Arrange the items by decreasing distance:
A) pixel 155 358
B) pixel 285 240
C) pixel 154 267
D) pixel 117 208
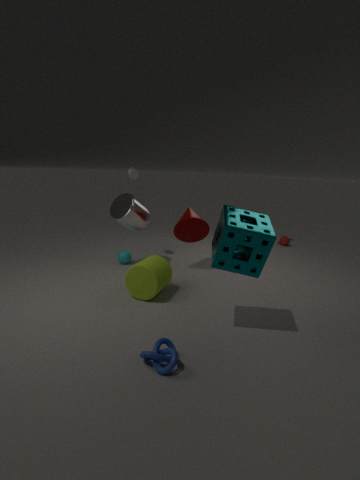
1. pixel 285 240
2. pixel 117 208
3. pixel 154 267
4. pixel 155 358
